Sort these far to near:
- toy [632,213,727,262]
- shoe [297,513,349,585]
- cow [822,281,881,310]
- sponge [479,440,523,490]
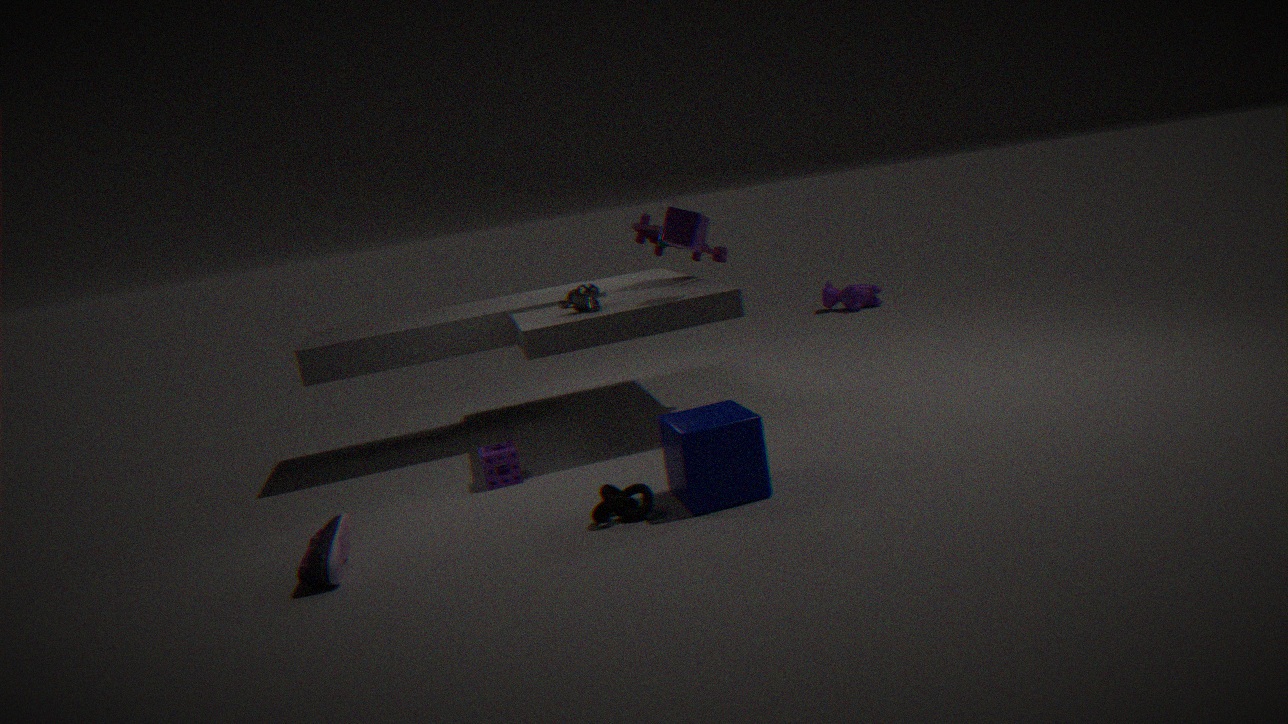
cow [822,281,881,310] → toy [632,213,727,262] → sponge [479,440,523,490] → shoe [297,513,349,585]
